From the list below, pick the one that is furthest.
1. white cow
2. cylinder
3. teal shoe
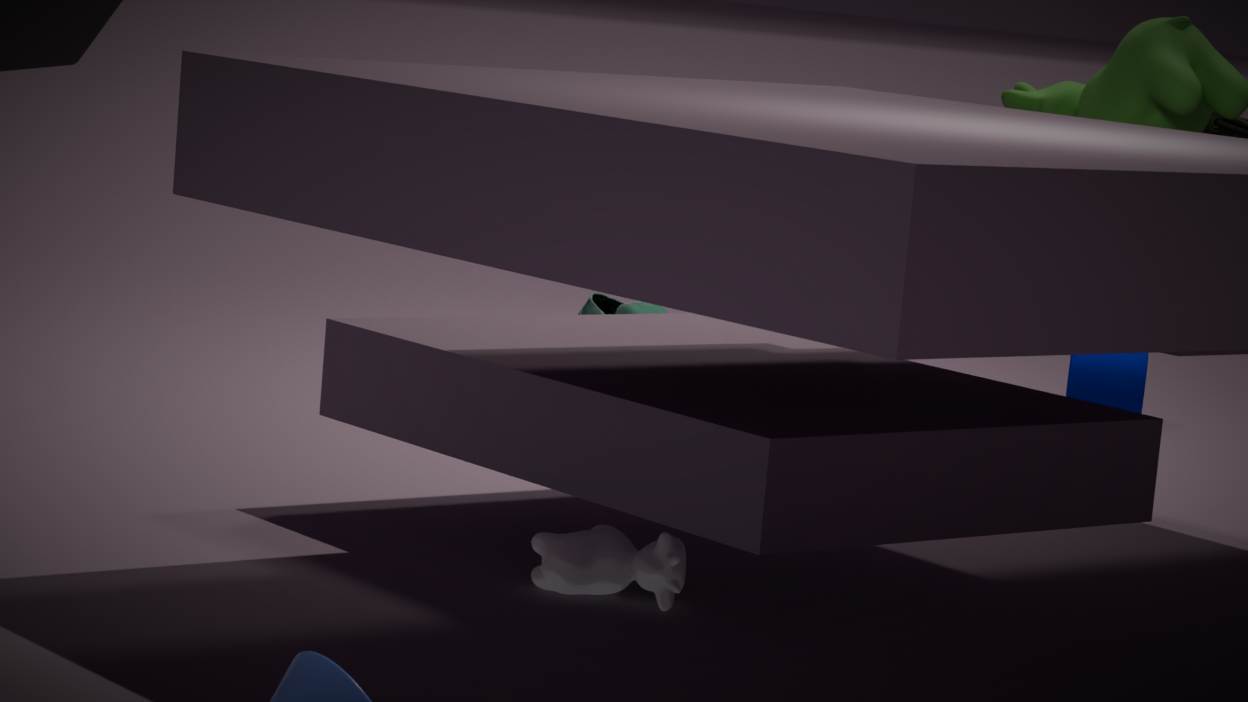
teal shoe
